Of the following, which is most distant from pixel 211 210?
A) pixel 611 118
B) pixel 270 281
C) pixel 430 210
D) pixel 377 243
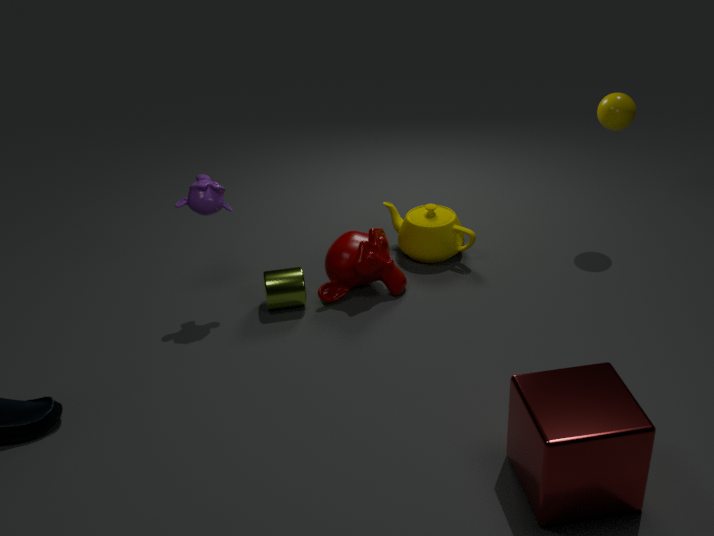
pixel 611 118
